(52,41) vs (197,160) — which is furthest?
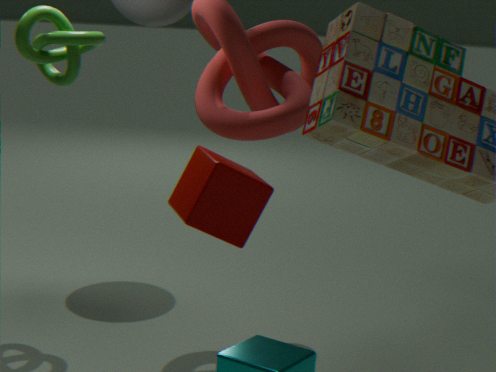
(52,41)
